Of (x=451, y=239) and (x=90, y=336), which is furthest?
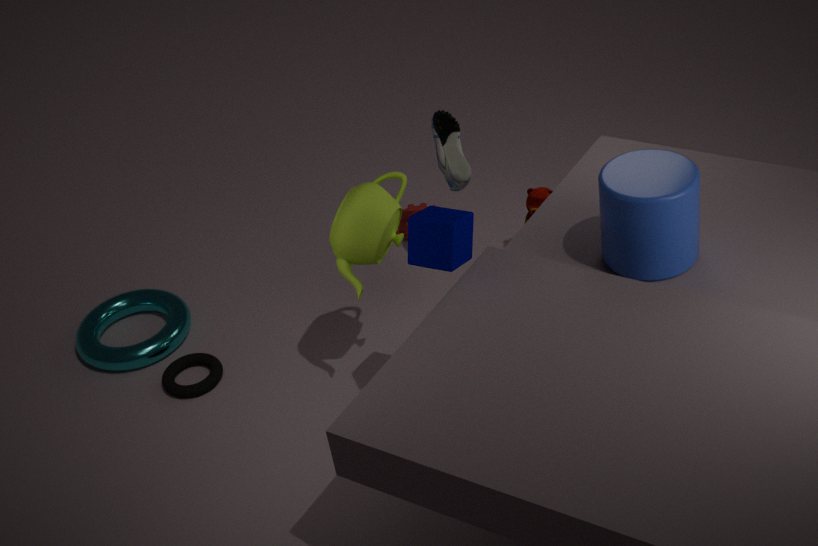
(x=90, y=336)
